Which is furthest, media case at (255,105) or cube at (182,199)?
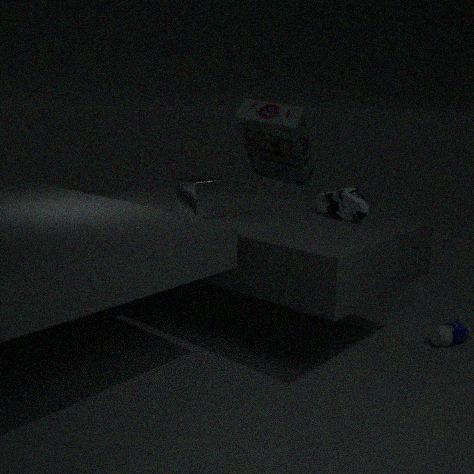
media case at (255,105)
